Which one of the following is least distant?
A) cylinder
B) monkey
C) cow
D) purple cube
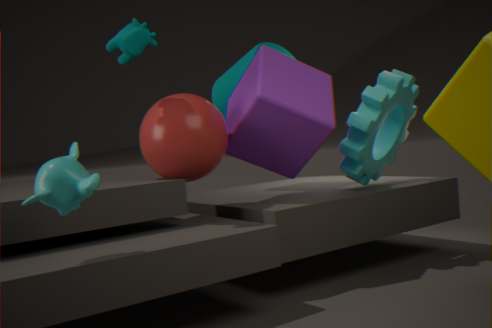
monkey
